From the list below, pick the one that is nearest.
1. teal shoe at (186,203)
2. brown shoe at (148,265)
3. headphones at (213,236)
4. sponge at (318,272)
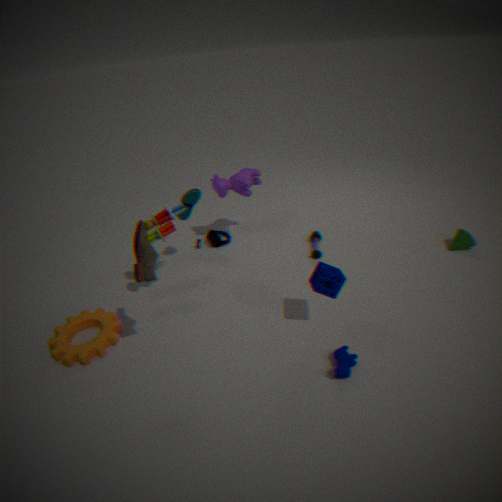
brown shoe at (148,265)
